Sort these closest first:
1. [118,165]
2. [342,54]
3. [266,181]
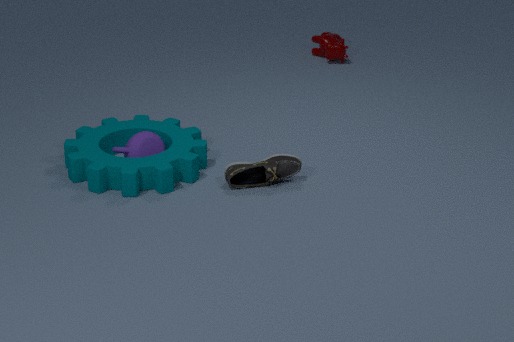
[118,165], [266,181], [342,54]
